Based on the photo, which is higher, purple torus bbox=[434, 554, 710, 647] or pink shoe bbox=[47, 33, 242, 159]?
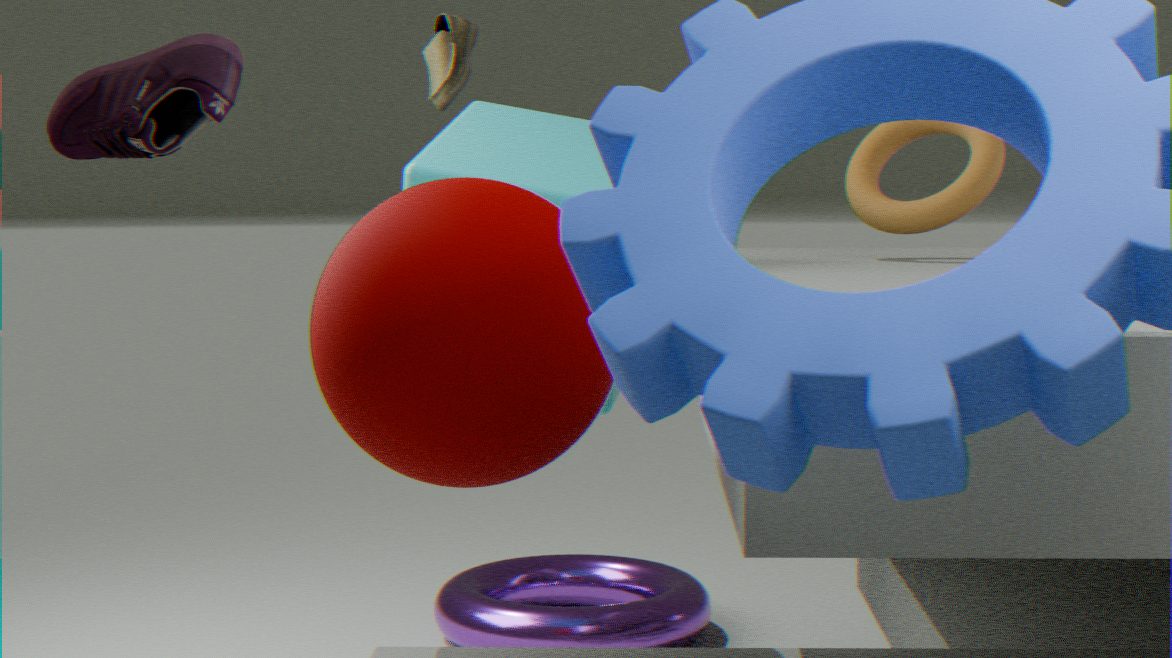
pink shoe bbox=[47, 33, 242, 159]
